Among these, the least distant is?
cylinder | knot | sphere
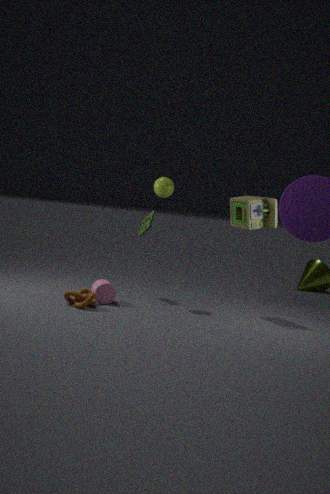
knot
